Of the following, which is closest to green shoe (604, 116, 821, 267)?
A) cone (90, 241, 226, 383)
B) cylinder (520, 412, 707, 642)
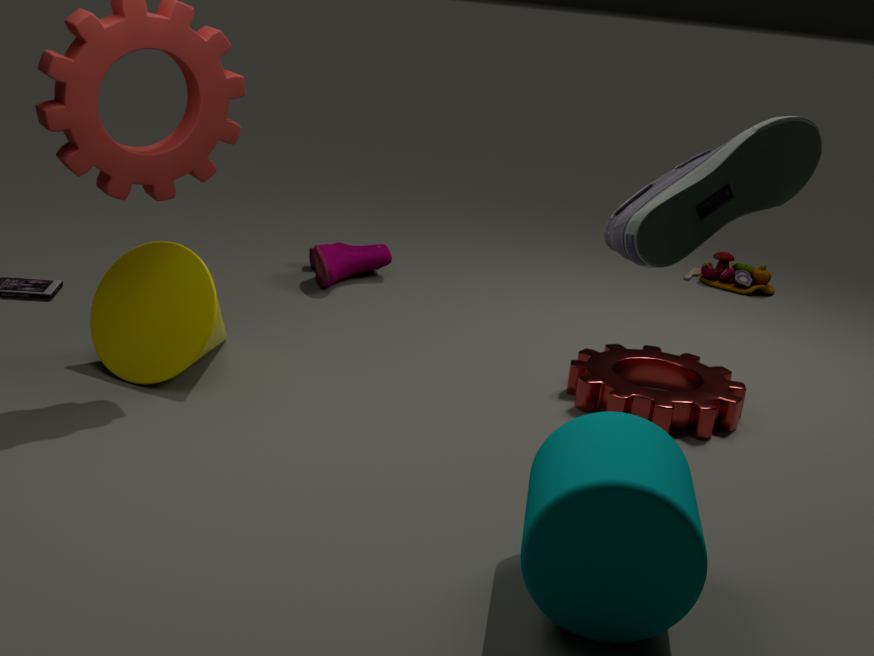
cylinder (520, 412, 707, 642)
